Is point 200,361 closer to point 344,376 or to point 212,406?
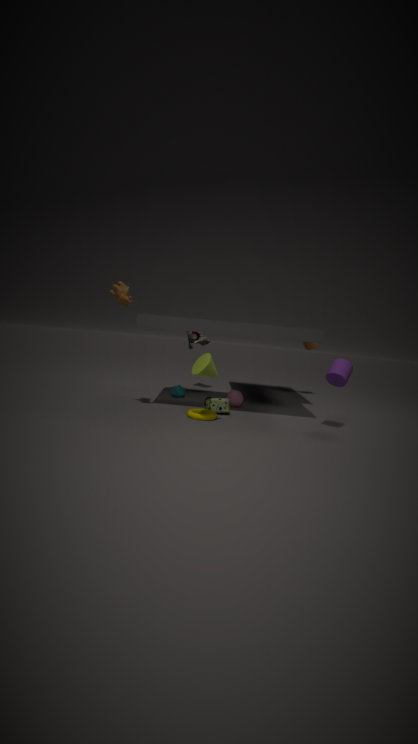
point 212,406
